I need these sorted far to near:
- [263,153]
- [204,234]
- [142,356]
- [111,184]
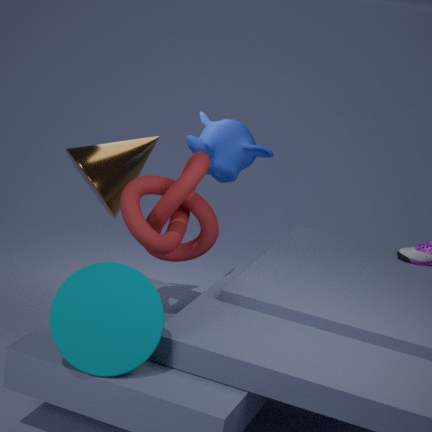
[263,153], [111,184], [204,234], [142,356]
